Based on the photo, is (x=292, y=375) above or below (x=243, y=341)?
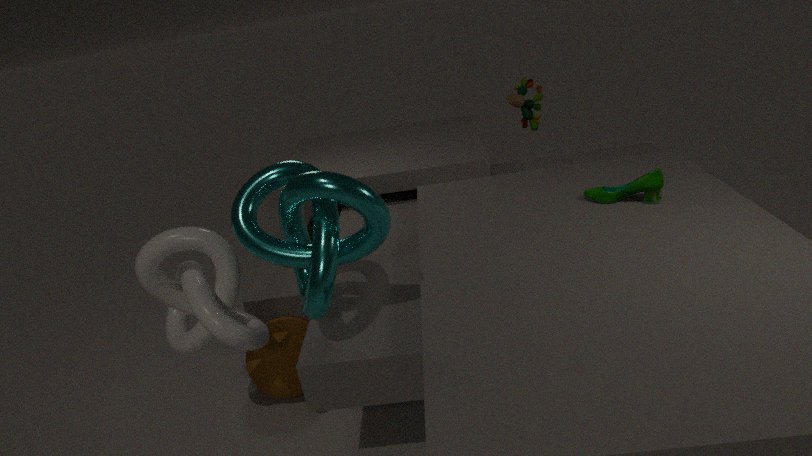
below
